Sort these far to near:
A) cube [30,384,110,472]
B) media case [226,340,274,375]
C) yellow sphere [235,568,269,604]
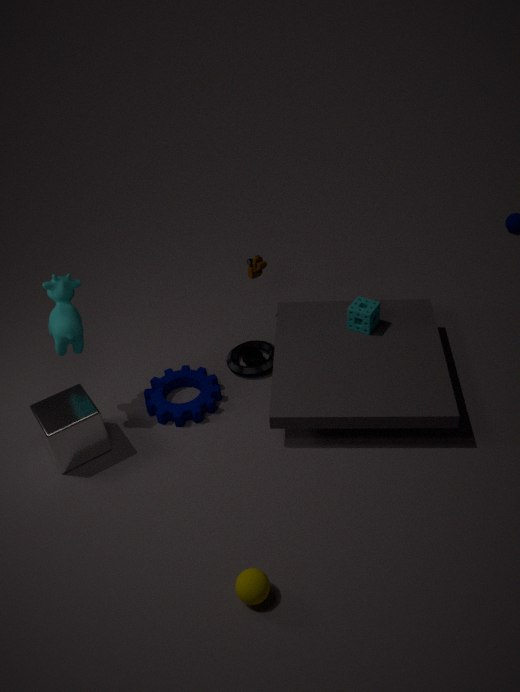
media case [226,340,274,375] < cube [30,384,110,472] < yellow sphere [235,568,269,604]
